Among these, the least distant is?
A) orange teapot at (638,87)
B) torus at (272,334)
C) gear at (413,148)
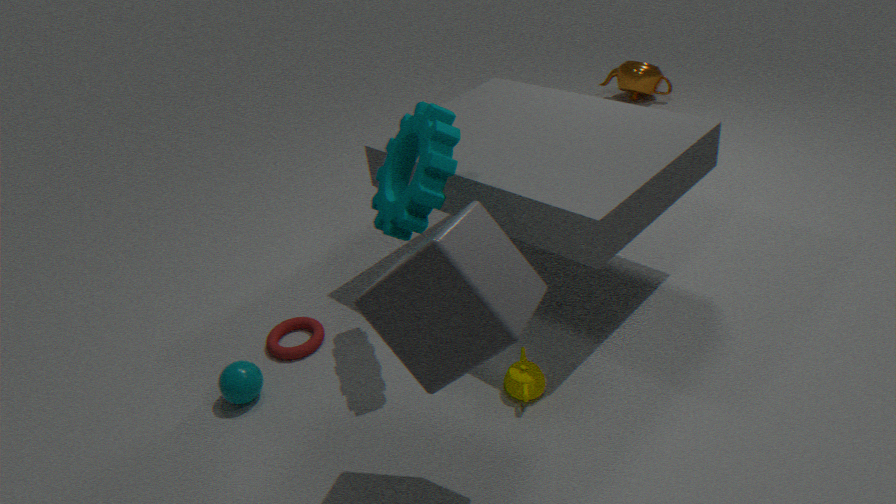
gear at (413,148)
